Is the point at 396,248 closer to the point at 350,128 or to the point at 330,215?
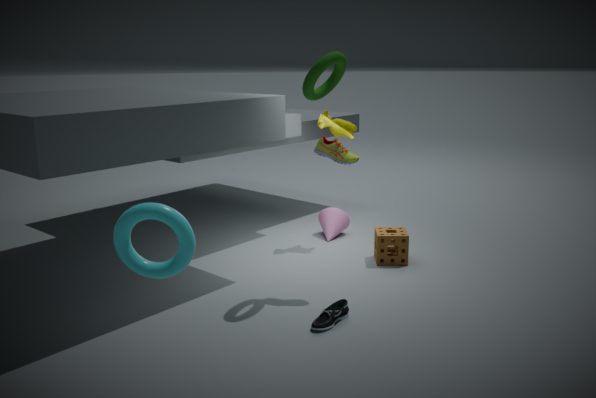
the point at 330,215
